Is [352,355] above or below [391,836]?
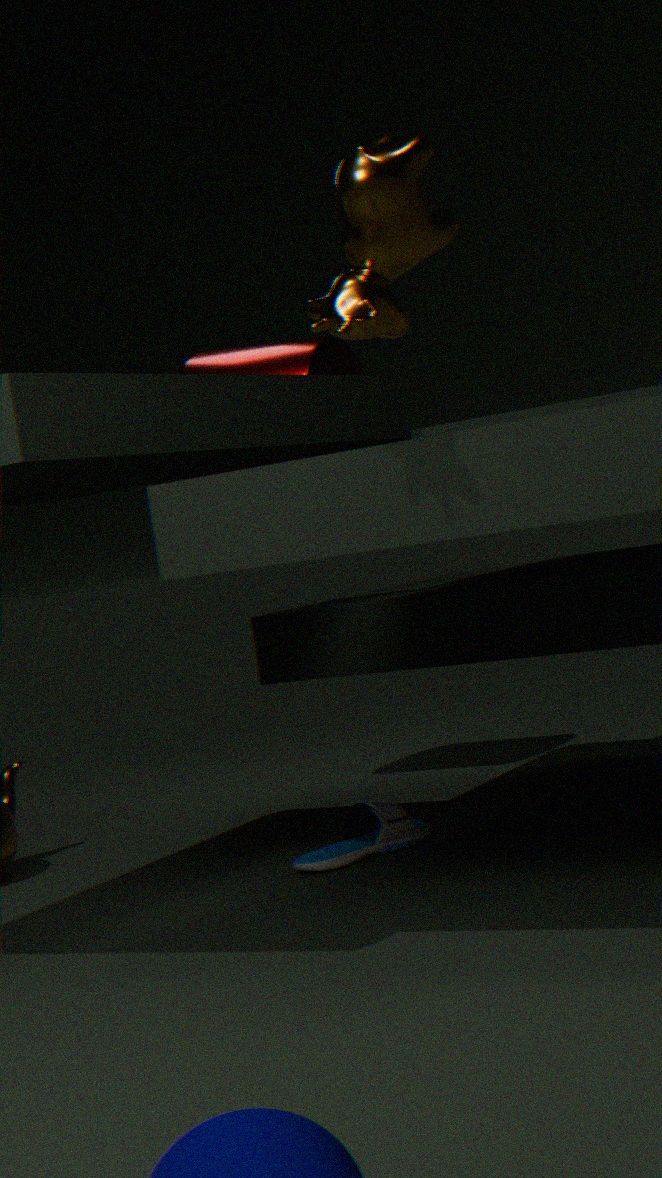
above
